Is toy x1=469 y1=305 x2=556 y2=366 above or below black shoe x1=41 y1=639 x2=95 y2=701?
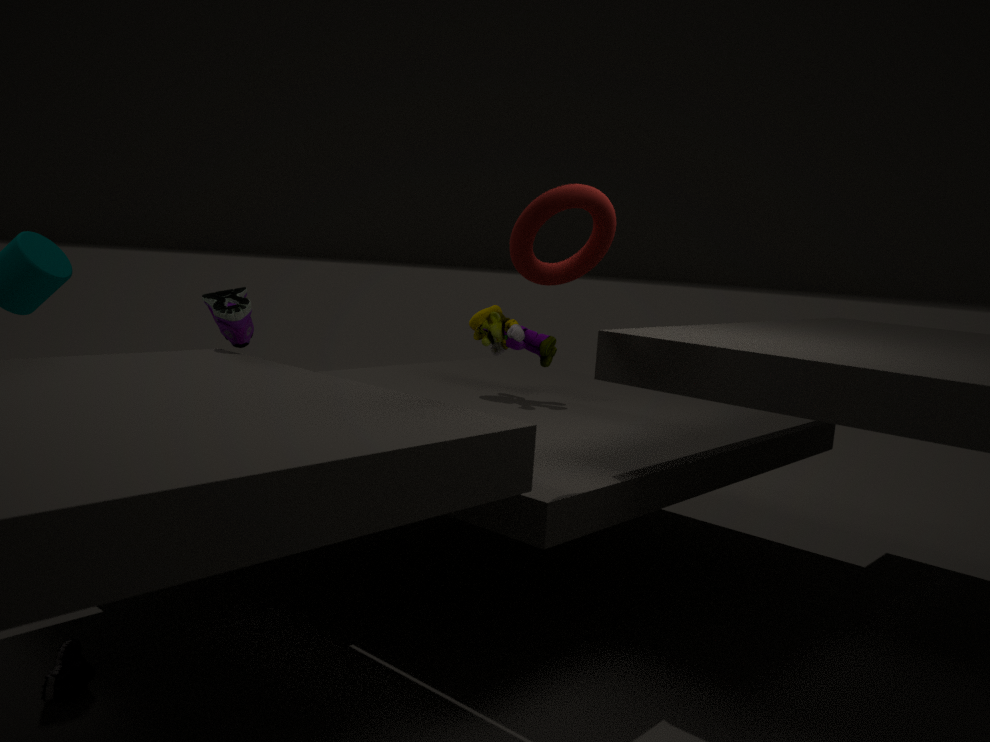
above
